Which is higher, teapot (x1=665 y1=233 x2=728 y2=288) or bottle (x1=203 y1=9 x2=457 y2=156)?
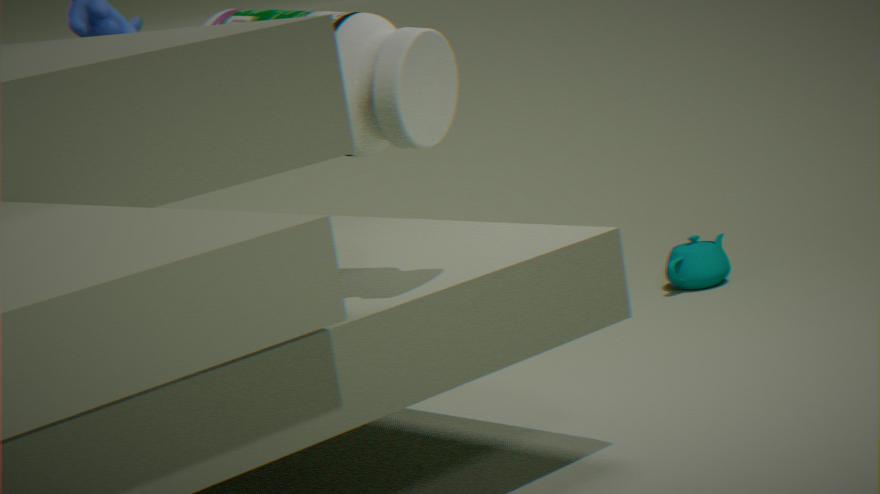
bottle (x1=203 y1=9 x2=457 y2=156)
